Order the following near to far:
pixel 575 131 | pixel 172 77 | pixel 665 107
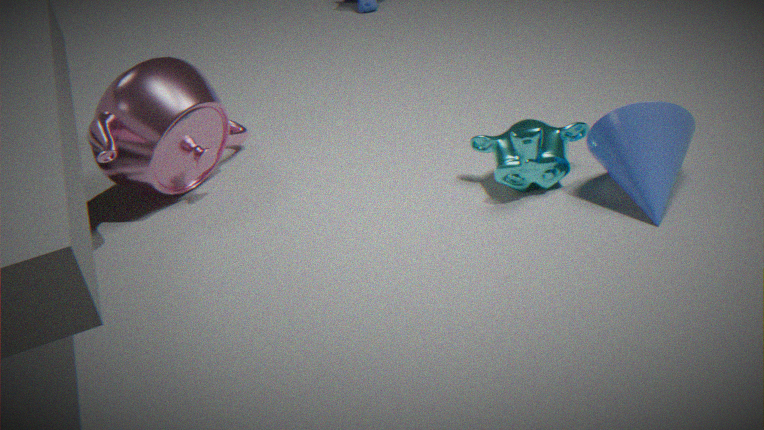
pixel 665 107 → pixel 575 131 → pixel 172 77
